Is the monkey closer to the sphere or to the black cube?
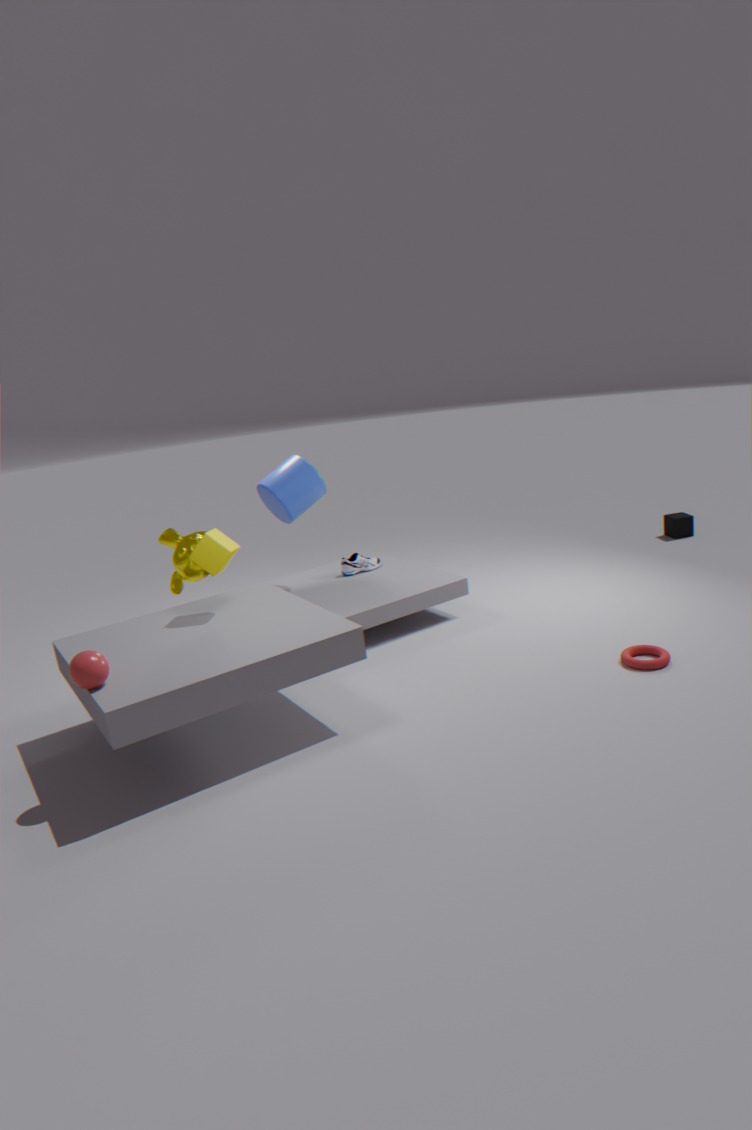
the sphere
